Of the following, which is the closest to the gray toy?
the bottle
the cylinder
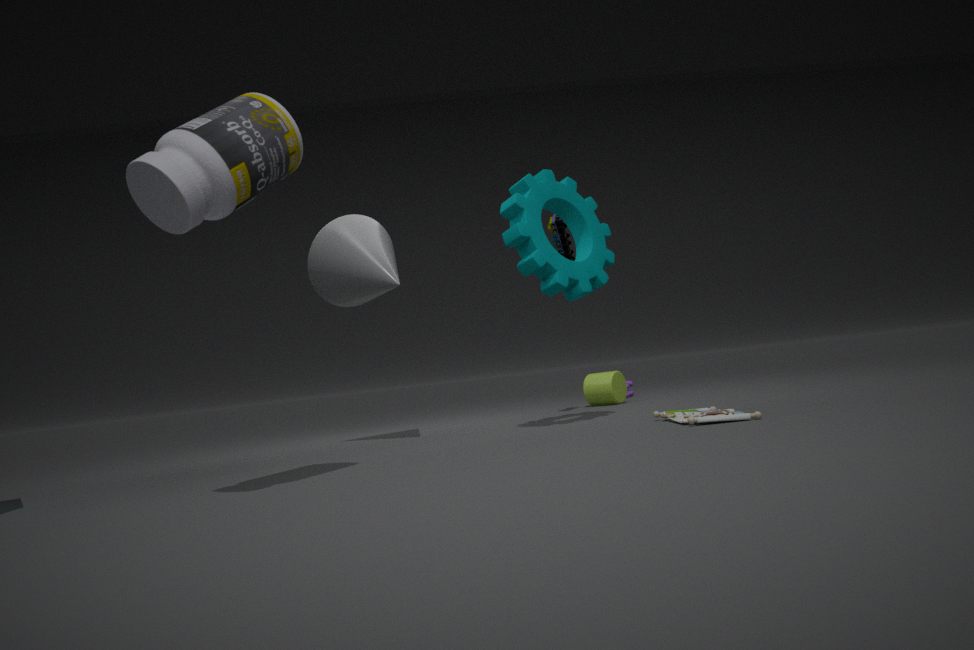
the cylinder
